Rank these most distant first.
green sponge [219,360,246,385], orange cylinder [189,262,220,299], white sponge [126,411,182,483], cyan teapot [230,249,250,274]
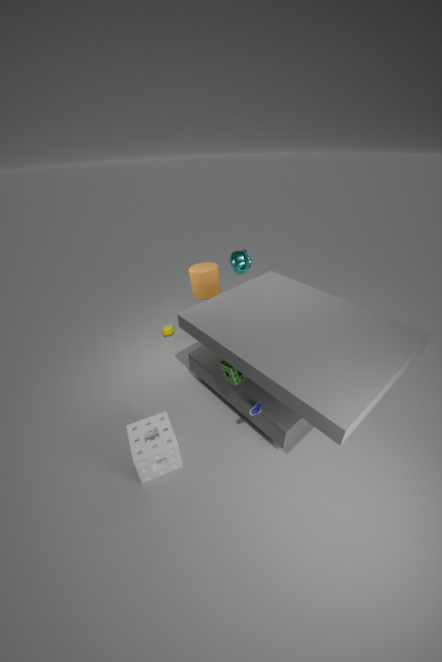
cyan teapot [230,249,250,274], orange cylinder [189,262,220,299], green sponge [219,360,246,385], white sponge [126,411,182,483]
